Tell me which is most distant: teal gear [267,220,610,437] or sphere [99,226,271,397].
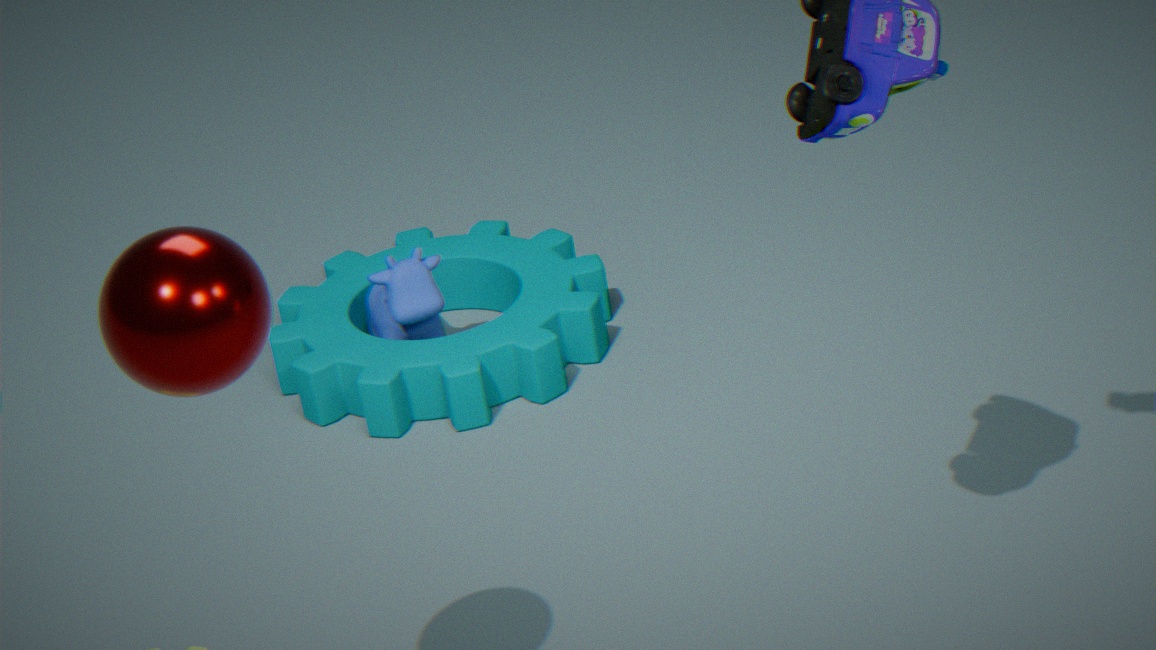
teal gear [267,220,610,437]
